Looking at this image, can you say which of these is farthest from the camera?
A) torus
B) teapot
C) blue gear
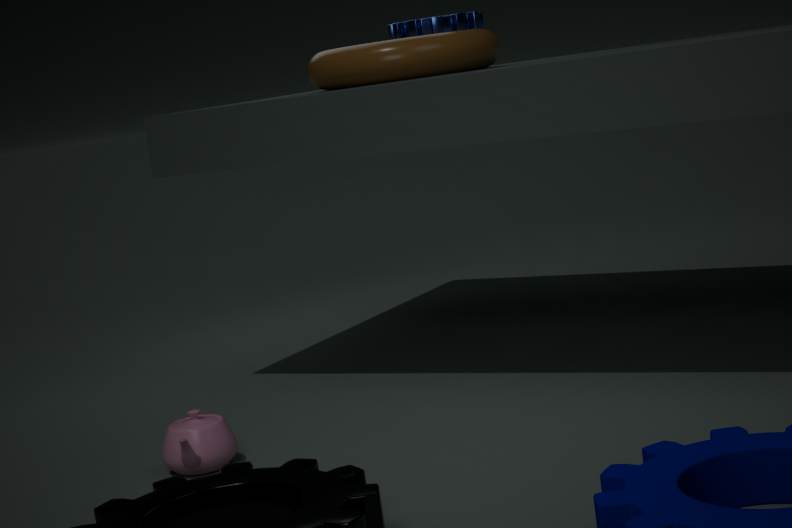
blue gear
